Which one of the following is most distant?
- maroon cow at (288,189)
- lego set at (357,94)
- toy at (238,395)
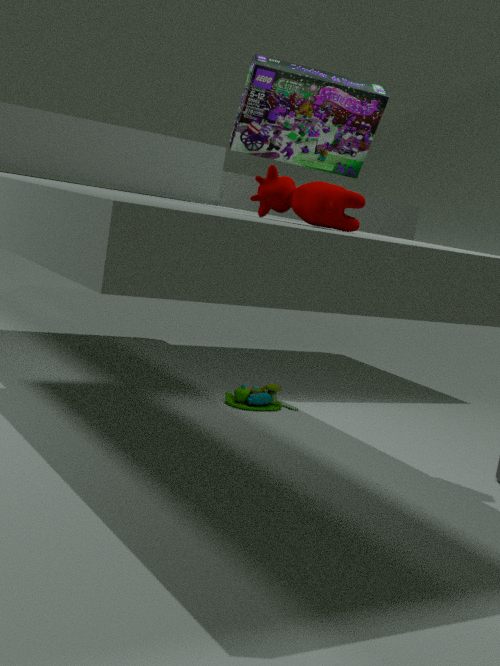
toy at (238,395)
